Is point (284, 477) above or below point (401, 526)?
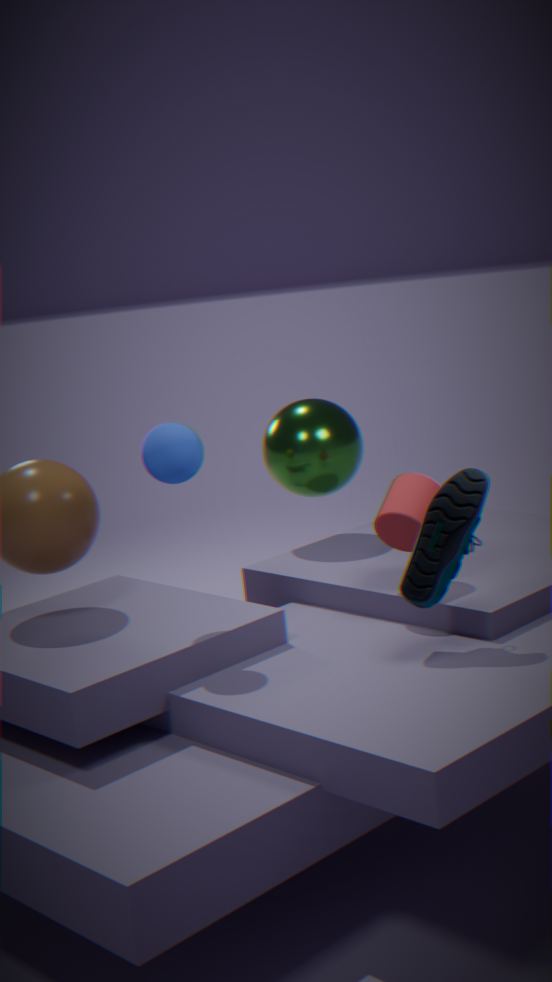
above
